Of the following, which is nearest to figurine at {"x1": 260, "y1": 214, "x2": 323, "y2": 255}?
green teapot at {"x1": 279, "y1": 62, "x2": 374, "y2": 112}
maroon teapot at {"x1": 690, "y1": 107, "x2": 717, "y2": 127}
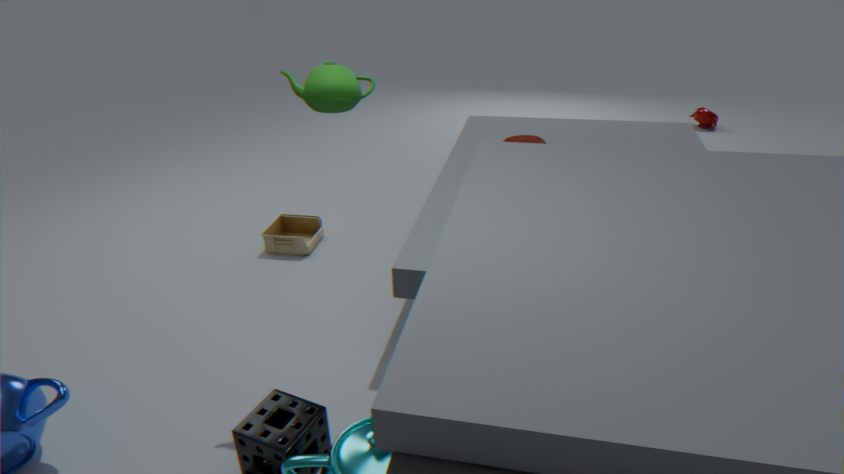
green teapot at {"x1": 279, "y1": 62, "x2": 374, "y2": 112}
